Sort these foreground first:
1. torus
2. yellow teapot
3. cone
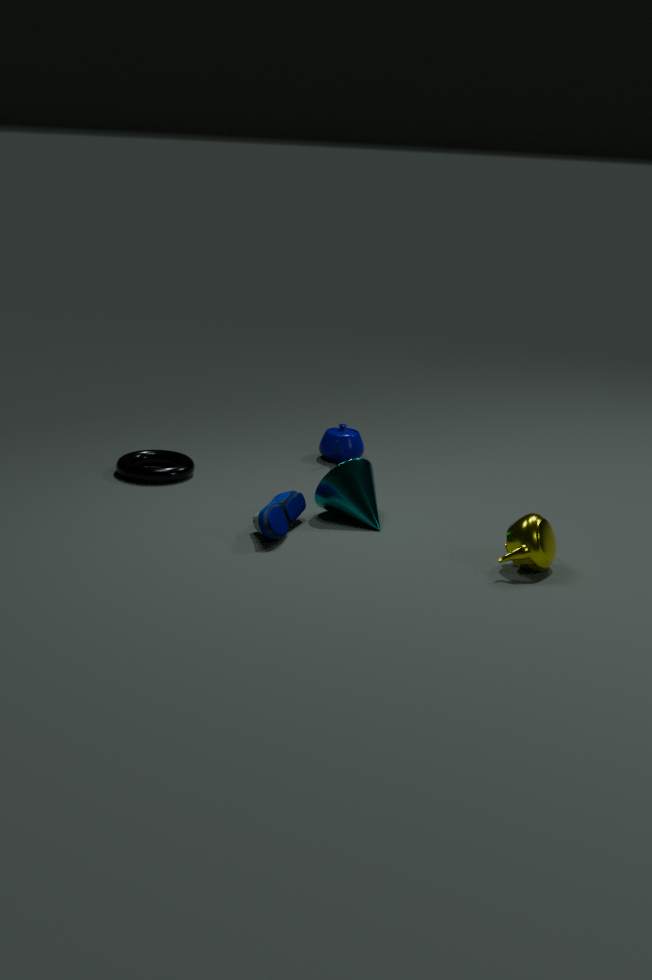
yellow teapot < cone < torus
